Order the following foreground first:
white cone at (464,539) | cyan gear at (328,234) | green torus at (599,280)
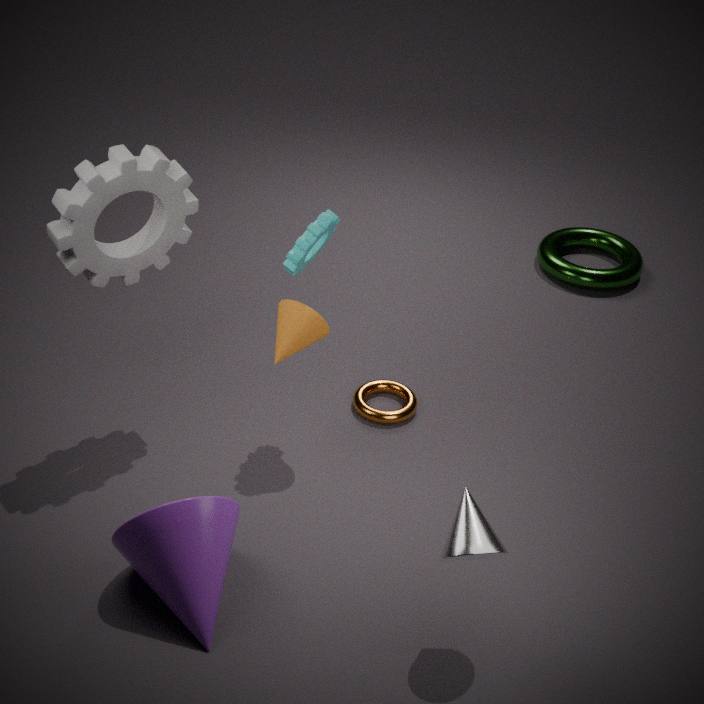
white cone at (464,539)
cyan gear at (328,234)
green torus at (599,280)
